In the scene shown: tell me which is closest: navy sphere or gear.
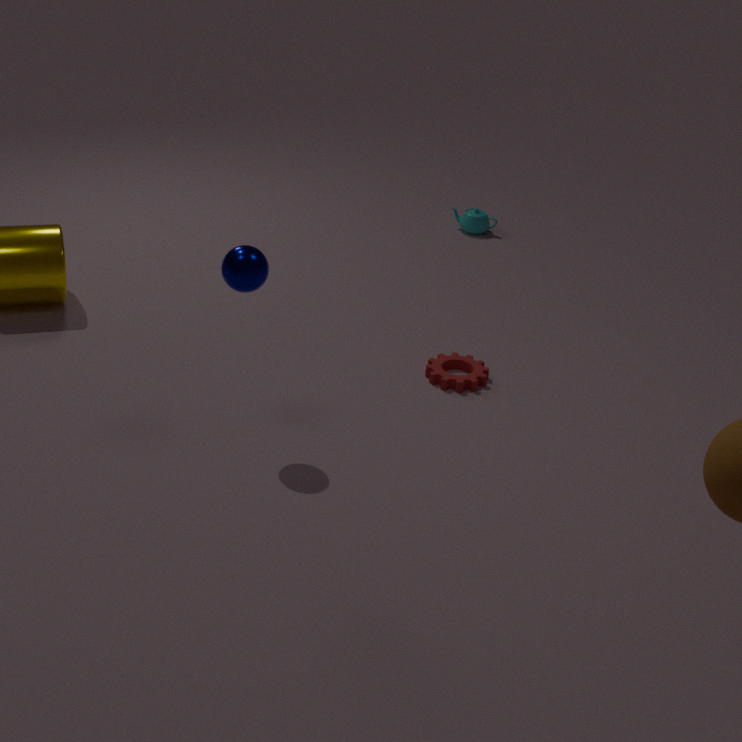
navy sphere
